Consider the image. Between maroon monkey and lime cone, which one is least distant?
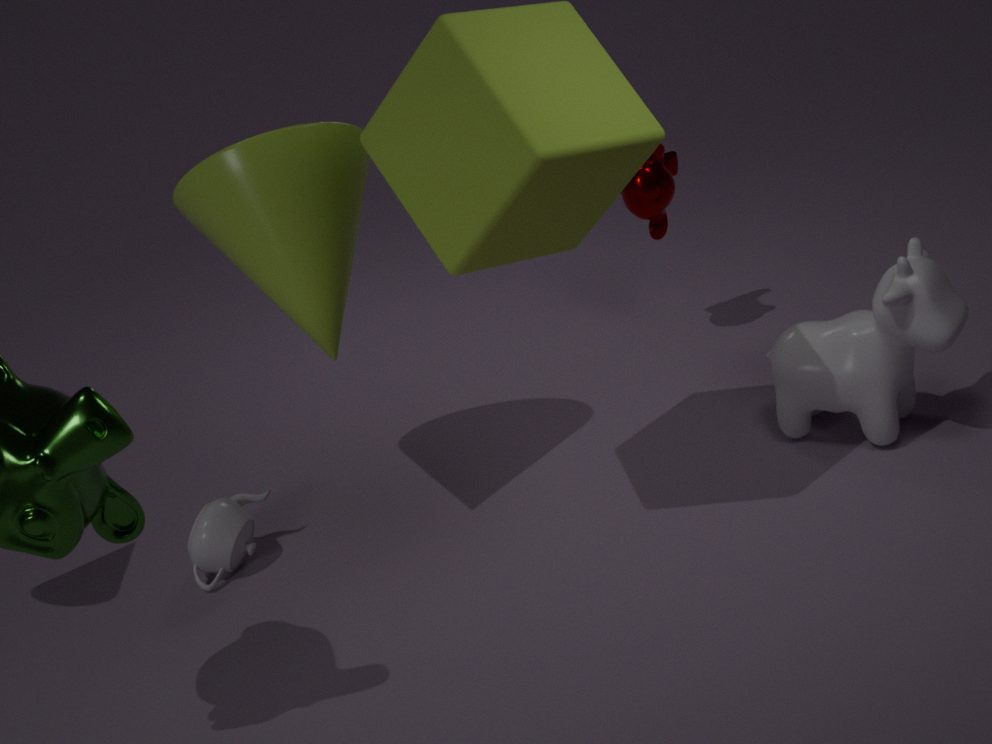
lime cone
